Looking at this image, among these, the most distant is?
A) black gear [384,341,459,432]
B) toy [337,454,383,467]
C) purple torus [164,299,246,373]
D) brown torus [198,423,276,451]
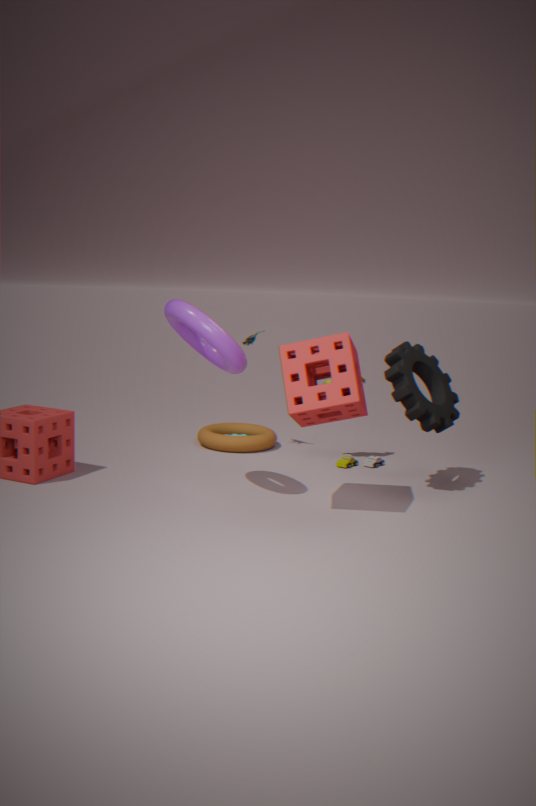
brown torus [198,423,276,451]
